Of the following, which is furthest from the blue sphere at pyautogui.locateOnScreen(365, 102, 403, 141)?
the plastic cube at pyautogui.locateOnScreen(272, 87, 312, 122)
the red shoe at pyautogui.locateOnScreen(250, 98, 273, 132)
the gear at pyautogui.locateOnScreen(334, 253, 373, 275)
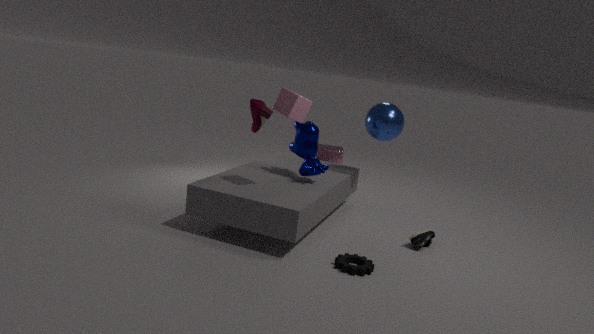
the gear at pyautogui.locateOnScreen(334, 253, 373, 275)
